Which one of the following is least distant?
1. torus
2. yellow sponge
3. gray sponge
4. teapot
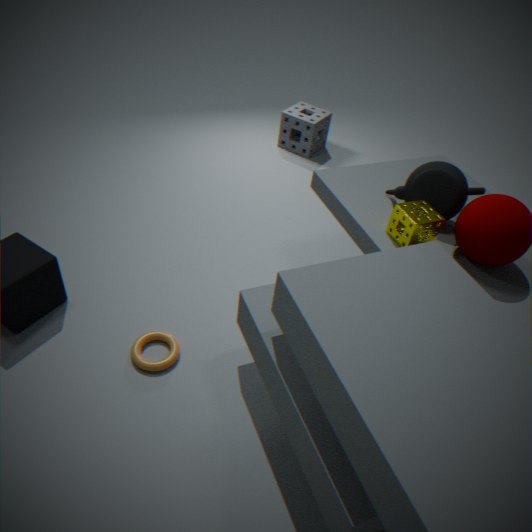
yellow sponge
